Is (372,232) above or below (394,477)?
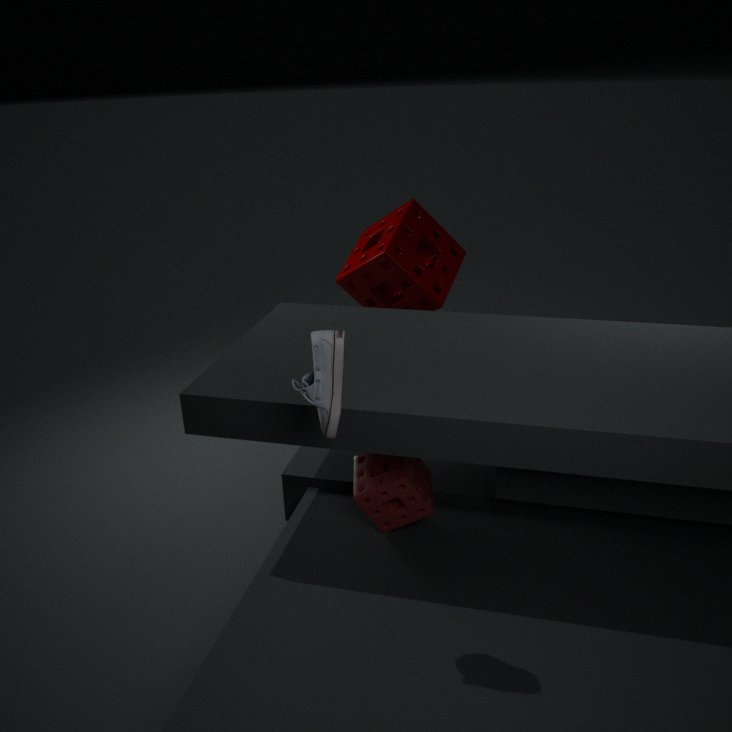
above
